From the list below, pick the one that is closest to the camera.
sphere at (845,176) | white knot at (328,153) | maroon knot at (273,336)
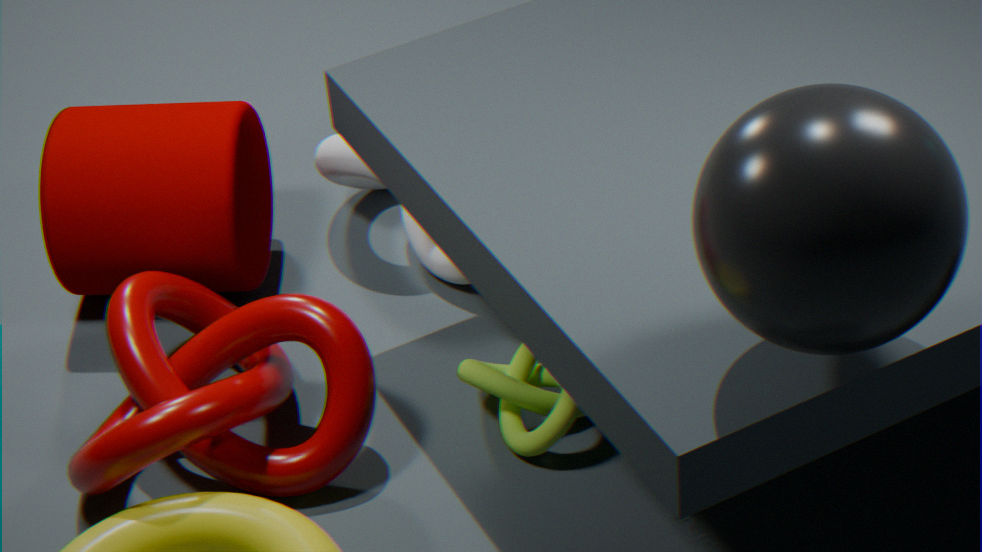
sphere at (845,176)
